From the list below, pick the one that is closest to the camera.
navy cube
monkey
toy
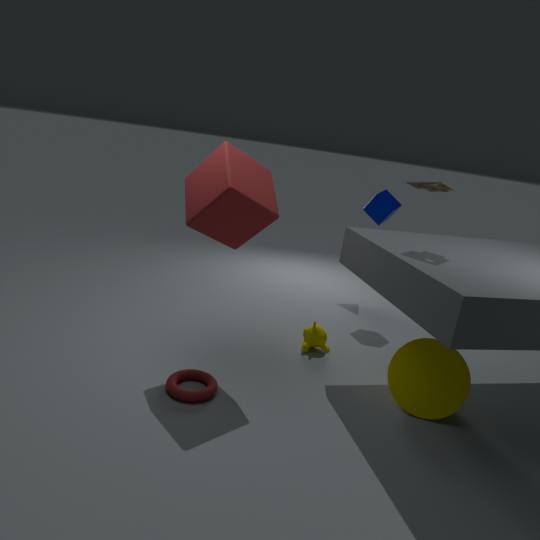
toy
